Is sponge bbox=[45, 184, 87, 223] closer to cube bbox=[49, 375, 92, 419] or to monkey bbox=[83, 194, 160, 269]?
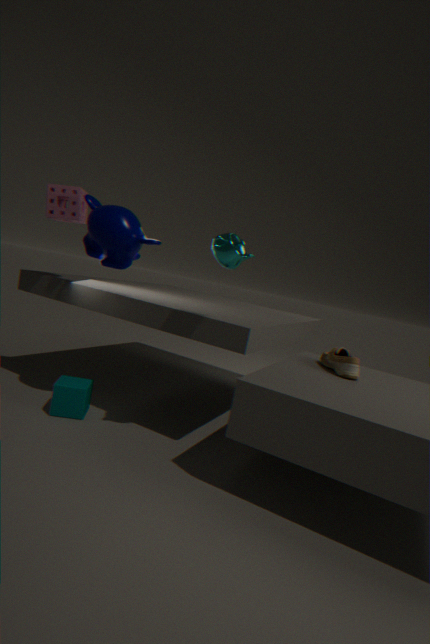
monkey bbox=[83, 194, 160, 269]
